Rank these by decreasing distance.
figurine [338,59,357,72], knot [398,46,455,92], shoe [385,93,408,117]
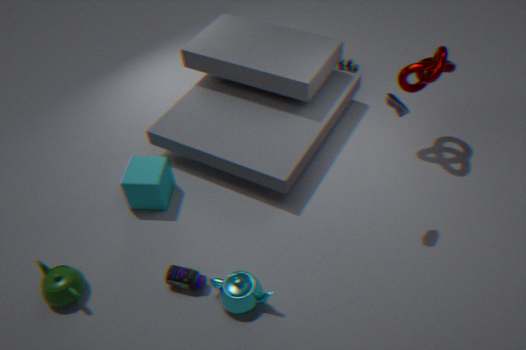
figurine [338,59,357,72] → knot [398,46,455,92] → shoe [385,93,408,117]
